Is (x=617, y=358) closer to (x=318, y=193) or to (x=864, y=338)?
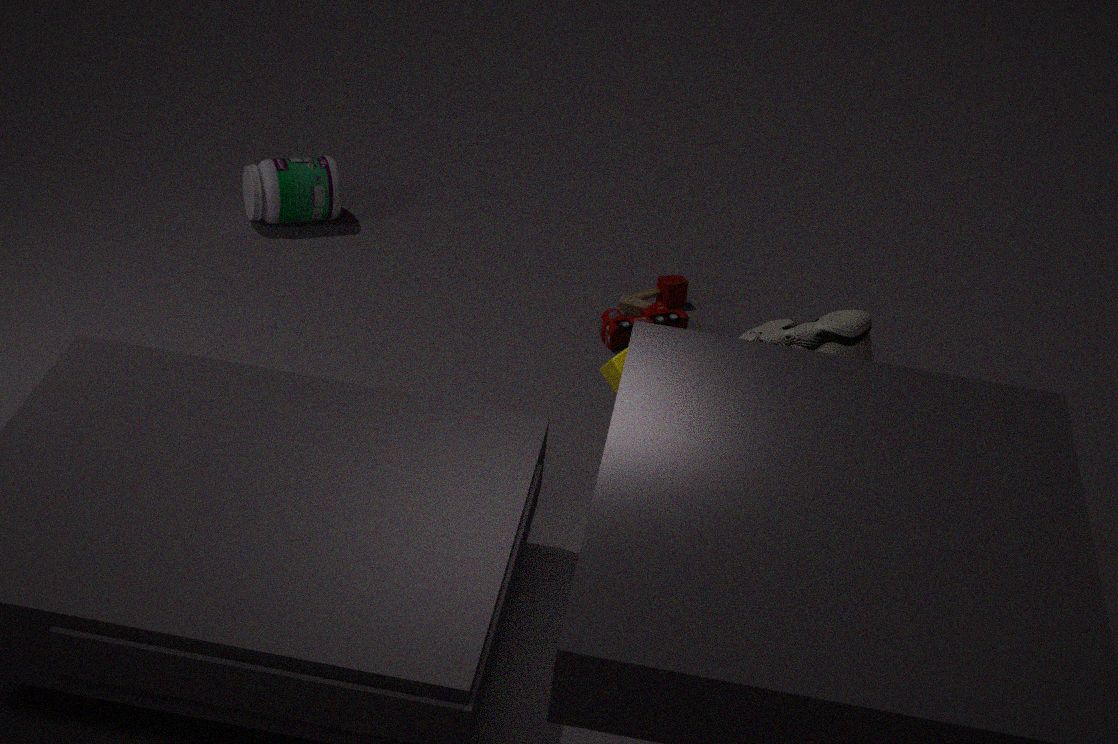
(x=864, y=338)
